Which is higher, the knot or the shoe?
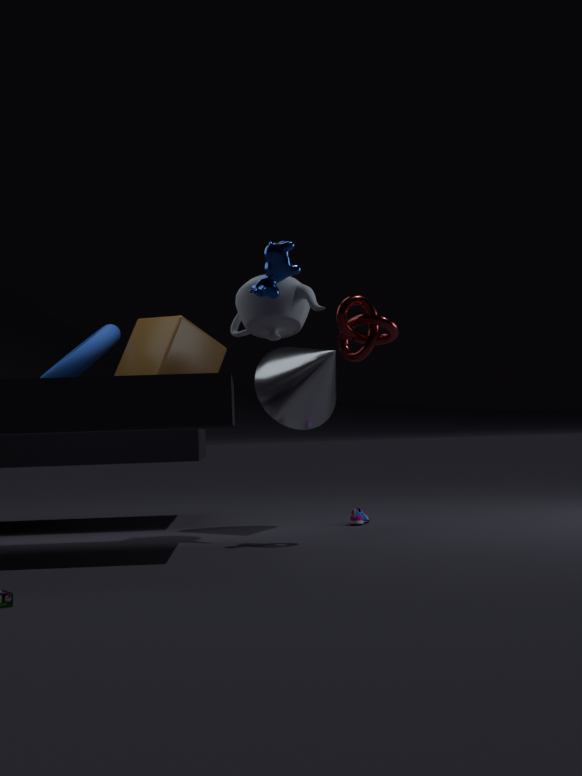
the knot
